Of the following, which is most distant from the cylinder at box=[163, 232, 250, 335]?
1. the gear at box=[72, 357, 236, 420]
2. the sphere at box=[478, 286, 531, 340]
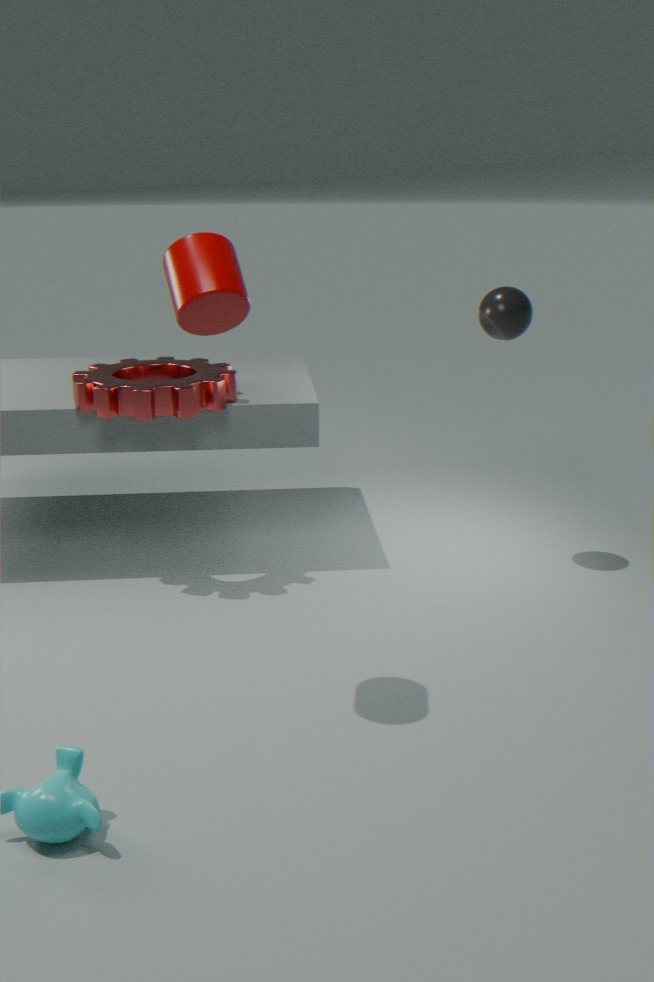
the sphere at box=[478, 286, 531, 340]
